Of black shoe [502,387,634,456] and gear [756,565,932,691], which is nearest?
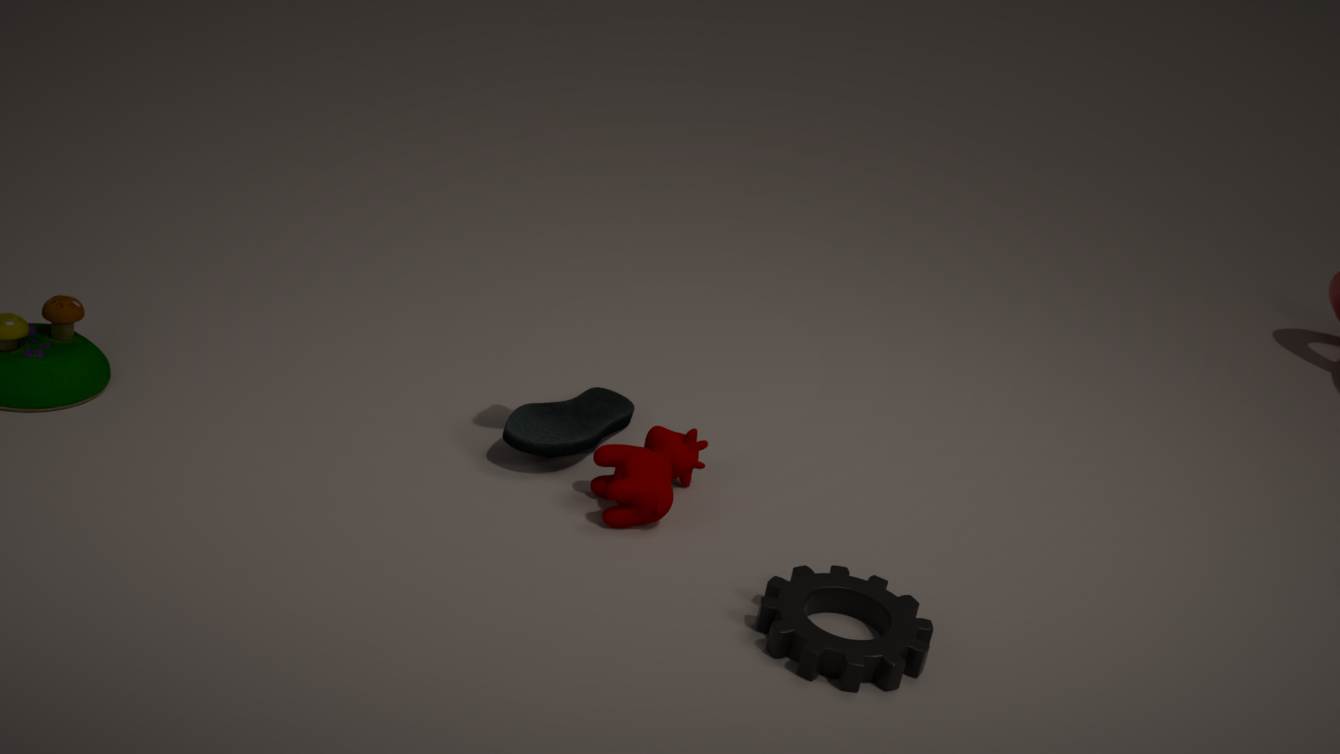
gear [756,565,932,691]
